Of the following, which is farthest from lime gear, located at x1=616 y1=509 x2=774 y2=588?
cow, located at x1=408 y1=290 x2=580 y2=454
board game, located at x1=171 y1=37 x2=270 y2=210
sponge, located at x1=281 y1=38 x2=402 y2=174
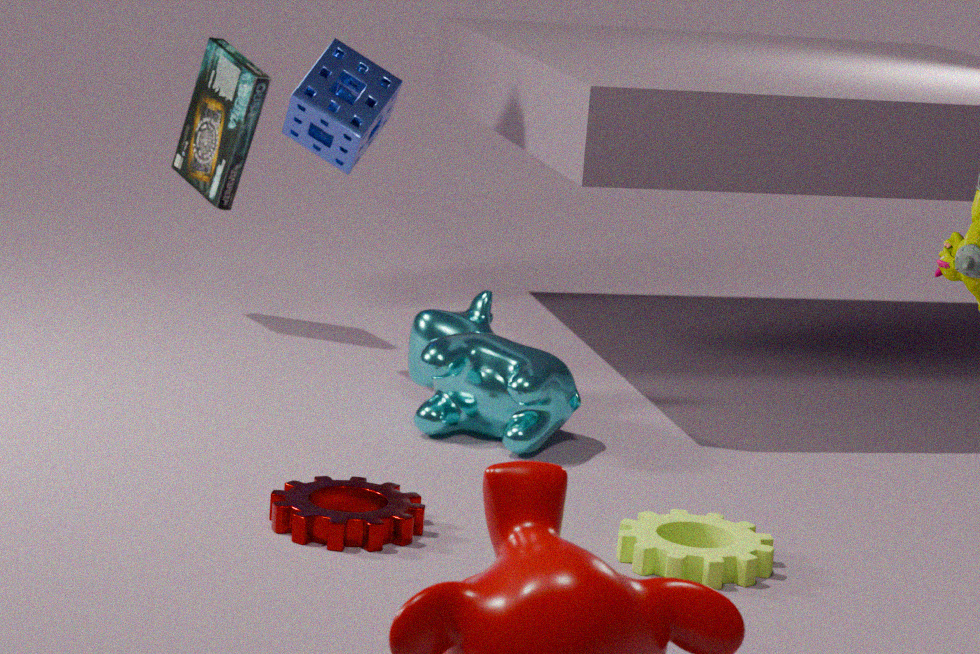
board game, located at x1=171 y1=37 x2=270 y2=210
